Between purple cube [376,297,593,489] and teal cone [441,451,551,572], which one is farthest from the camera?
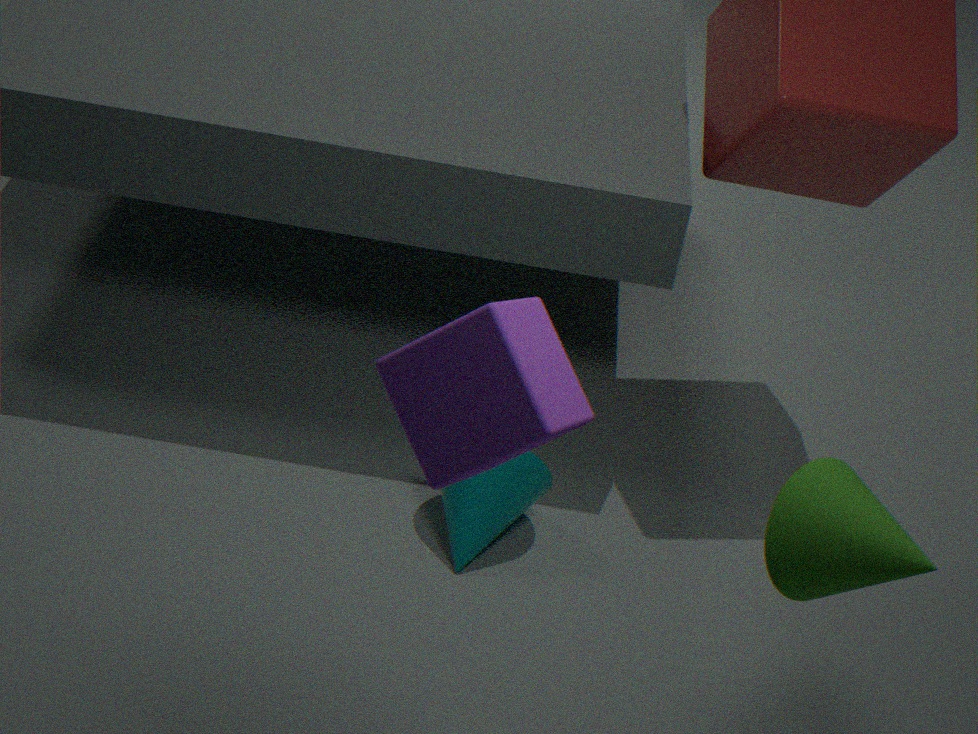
teal cone [441,451,551,572]
